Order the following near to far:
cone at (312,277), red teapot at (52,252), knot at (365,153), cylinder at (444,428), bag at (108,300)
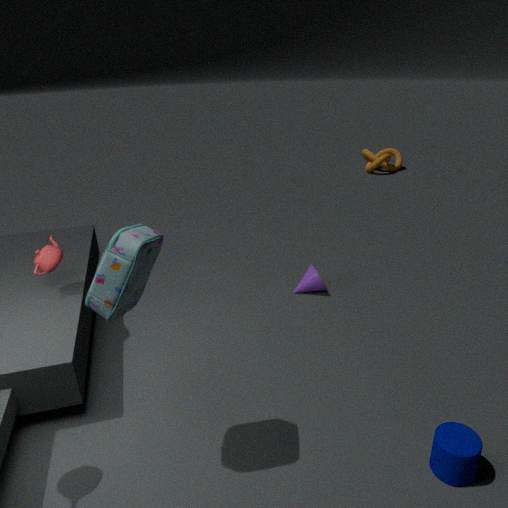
bag at (108,300) → cylinder at (444,428) → red teapot at (52,252) → cone at (312,277) → knot at (365,153)
